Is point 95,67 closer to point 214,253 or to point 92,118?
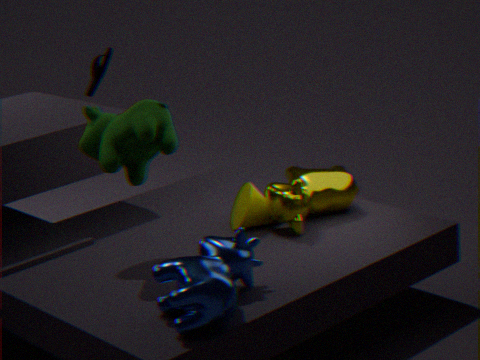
point 92,118
